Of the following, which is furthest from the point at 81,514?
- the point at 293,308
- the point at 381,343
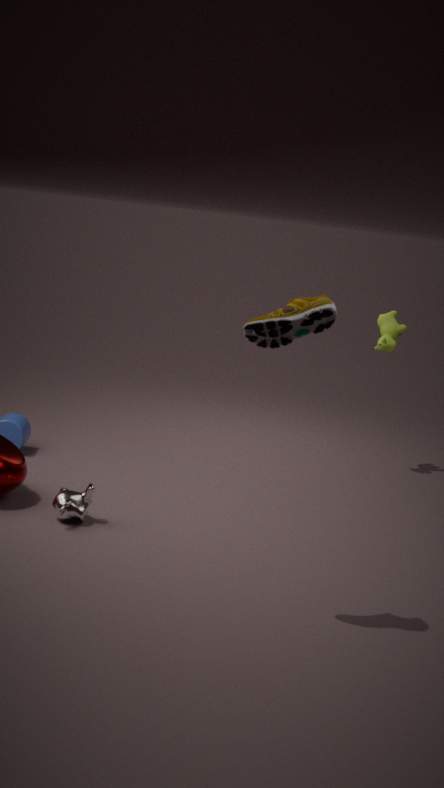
the point at 381,343
